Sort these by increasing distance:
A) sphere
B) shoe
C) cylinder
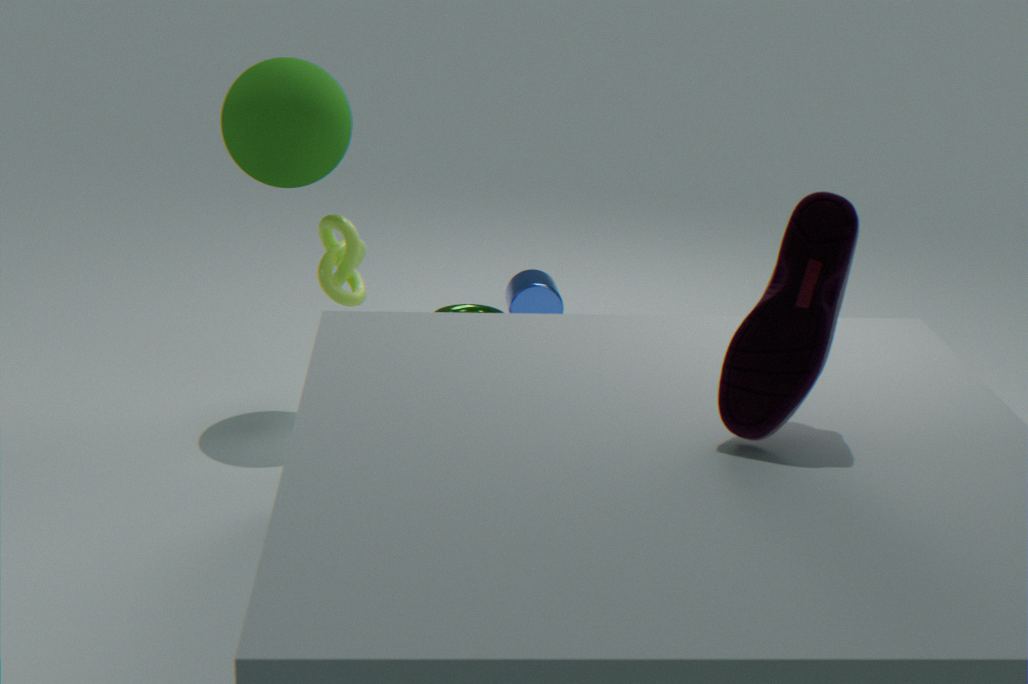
shoe < sphere < cylinder
